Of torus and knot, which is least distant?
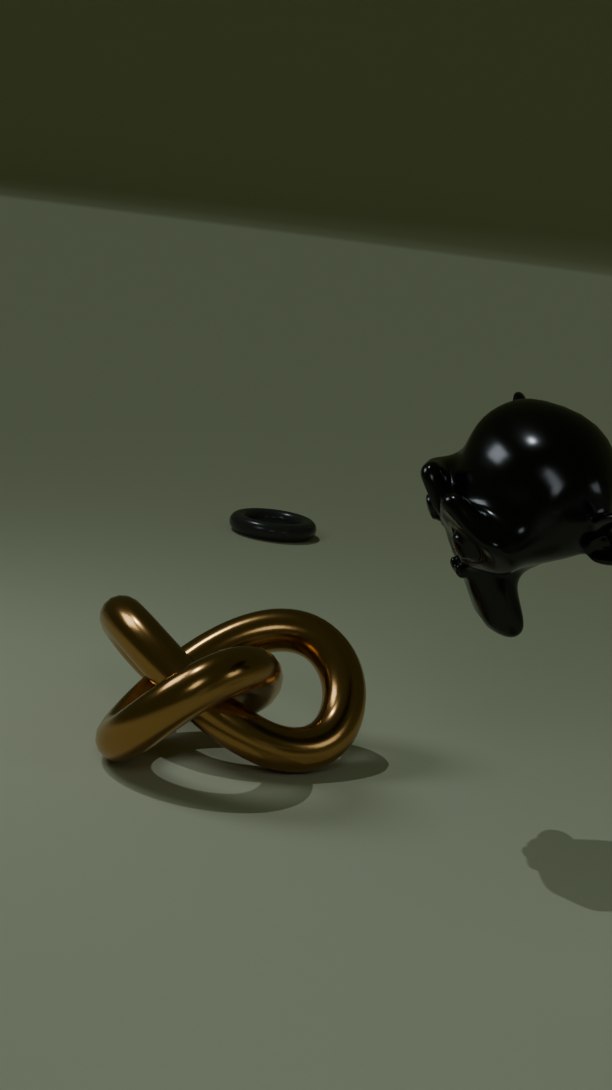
knot
